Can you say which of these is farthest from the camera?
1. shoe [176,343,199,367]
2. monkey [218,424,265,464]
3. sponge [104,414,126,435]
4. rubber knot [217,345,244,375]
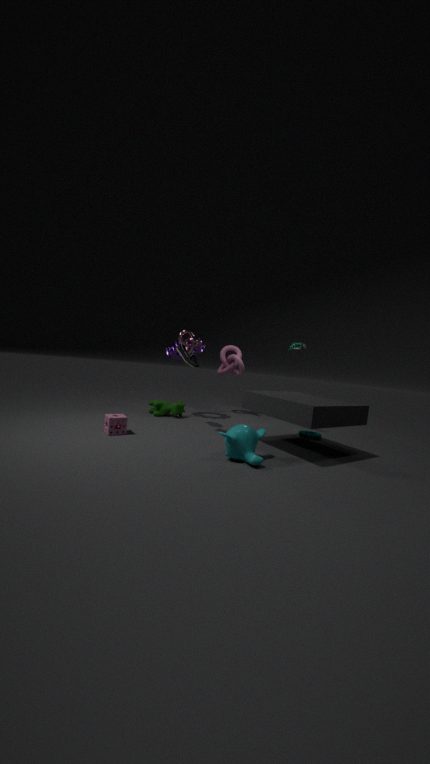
rubber knot [217,345,244,375]
